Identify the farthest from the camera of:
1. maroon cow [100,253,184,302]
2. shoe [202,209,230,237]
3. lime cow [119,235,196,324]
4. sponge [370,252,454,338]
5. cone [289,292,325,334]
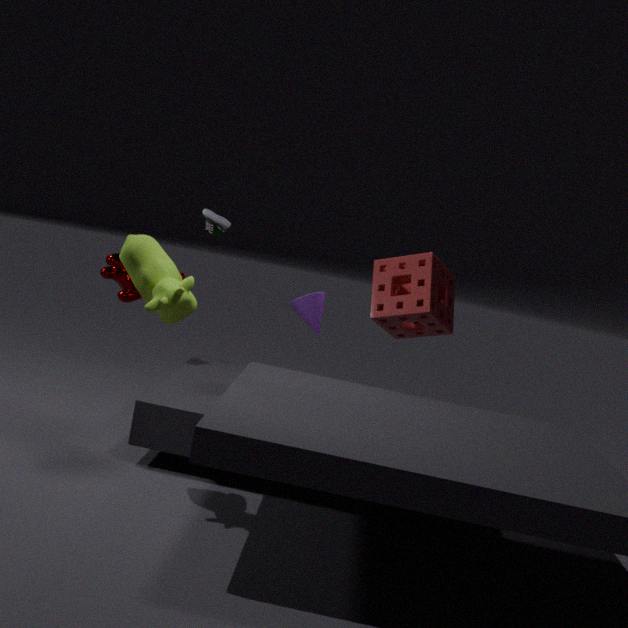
shoe [202,209,230,237]
